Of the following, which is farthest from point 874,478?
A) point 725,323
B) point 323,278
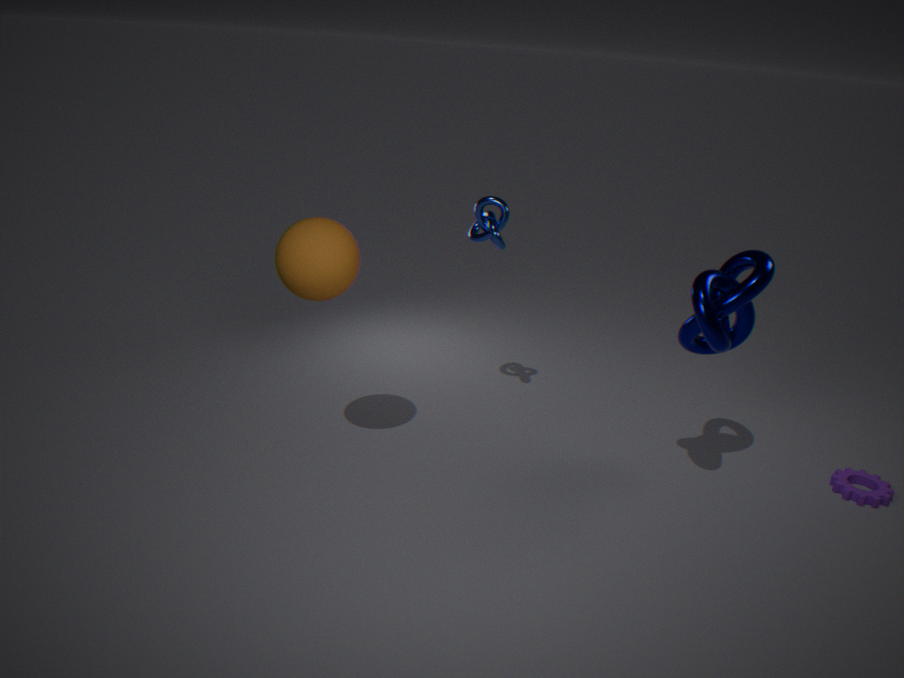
point 323,278
